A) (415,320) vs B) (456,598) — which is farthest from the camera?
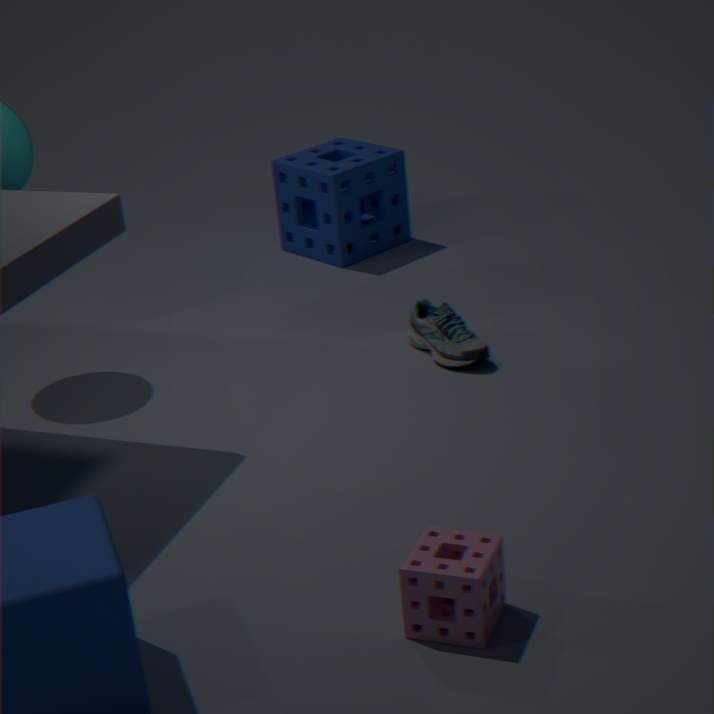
A. (415,320)
